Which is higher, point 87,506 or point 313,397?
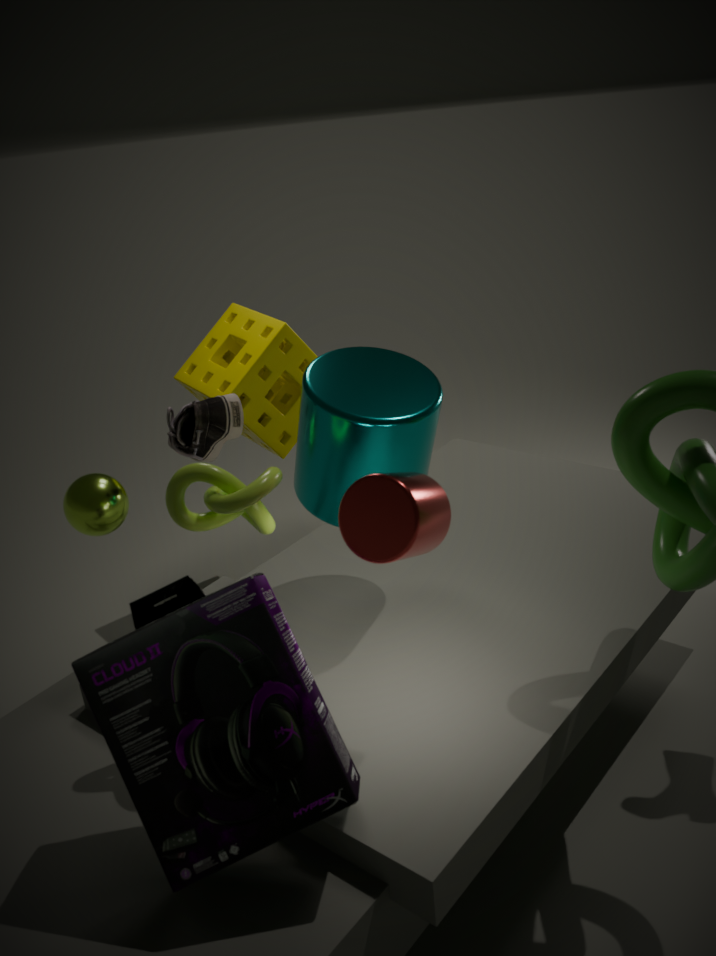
Result: point 313,397
